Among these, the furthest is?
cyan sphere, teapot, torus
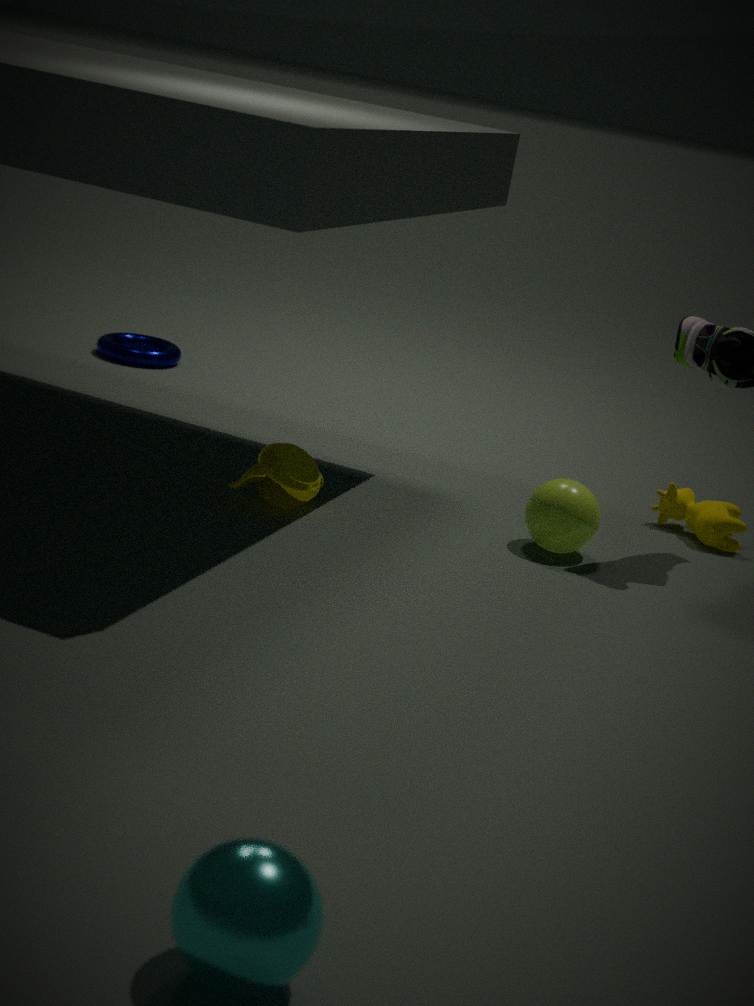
torus
